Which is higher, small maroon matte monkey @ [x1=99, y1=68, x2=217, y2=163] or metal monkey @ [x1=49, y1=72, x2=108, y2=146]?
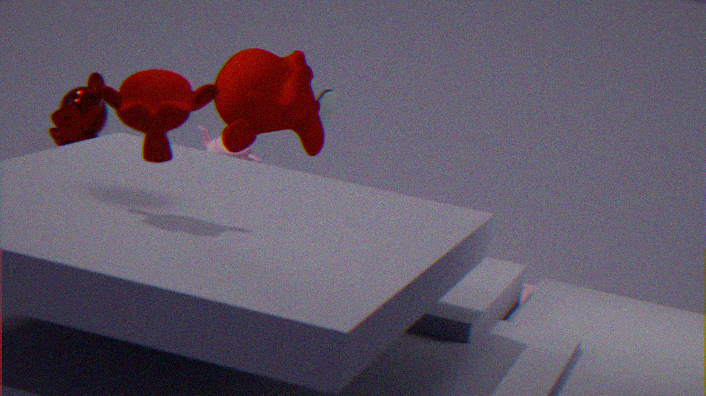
small maroon matte monkey @ [x1=99, y1=68, x2=217, y2=163]
